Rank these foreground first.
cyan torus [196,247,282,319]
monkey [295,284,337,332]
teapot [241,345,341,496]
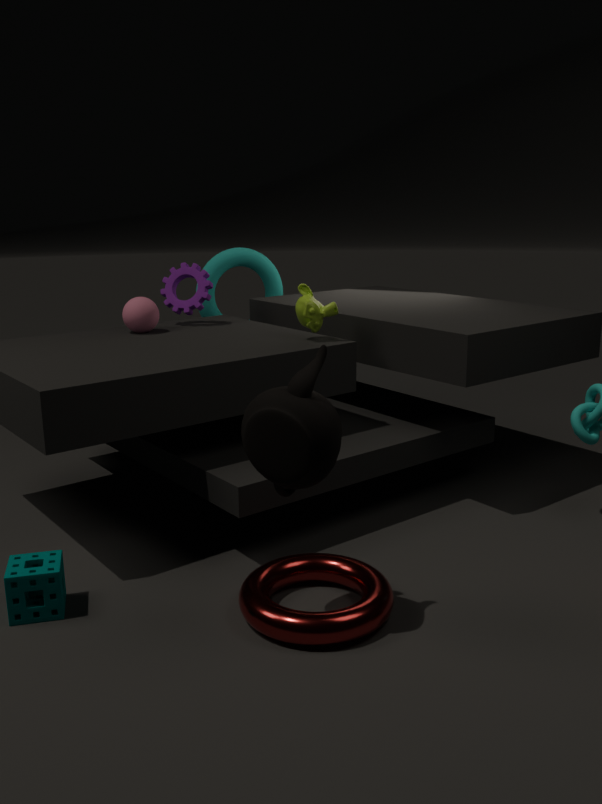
teapot [241,345,341,496], monkey [295,284,337,332], cyan torus [196,247,282,319]
